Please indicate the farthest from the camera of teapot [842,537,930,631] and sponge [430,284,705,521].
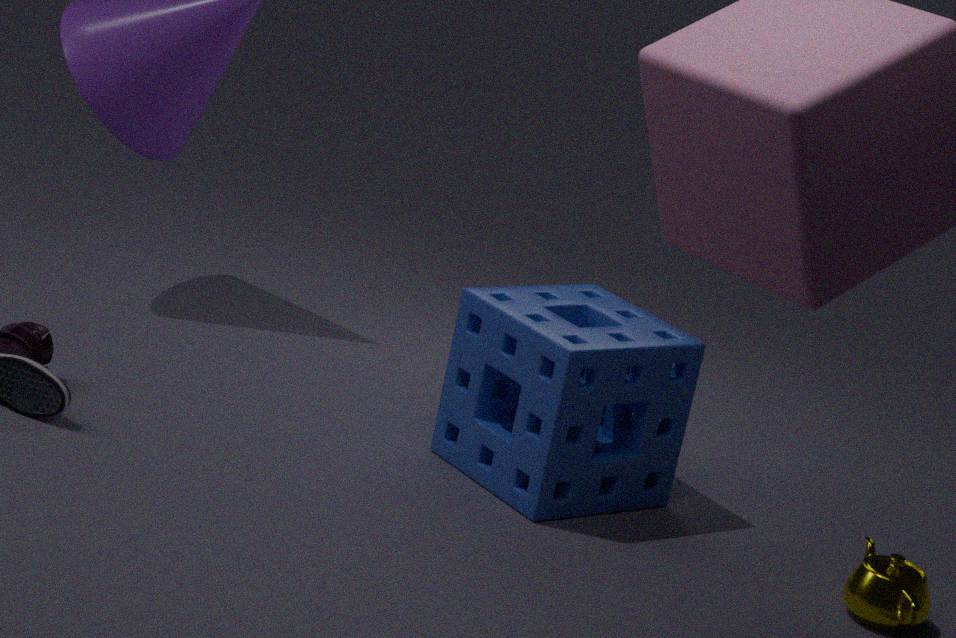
sponge [430,284,705,521]
